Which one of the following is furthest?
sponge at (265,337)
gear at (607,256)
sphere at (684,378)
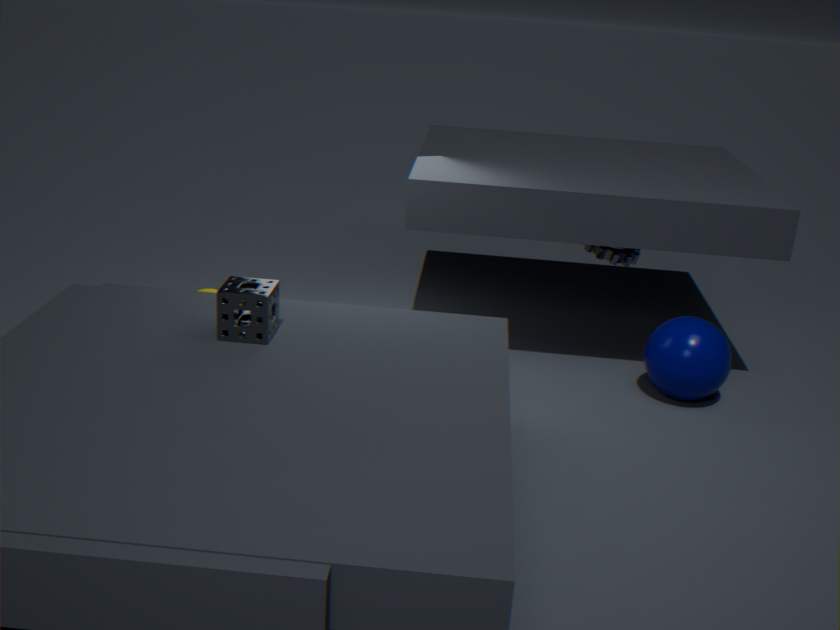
gear at (607,256)
